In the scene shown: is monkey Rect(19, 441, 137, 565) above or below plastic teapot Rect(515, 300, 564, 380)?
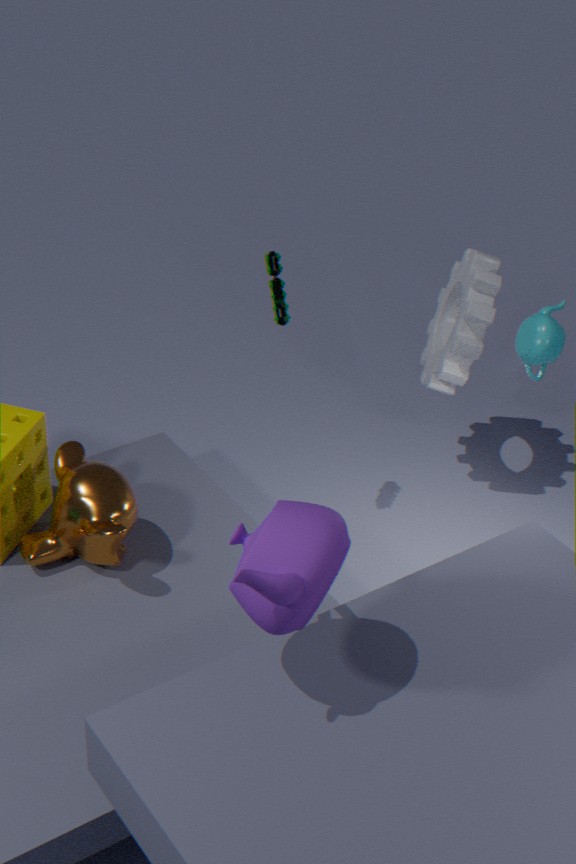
below
